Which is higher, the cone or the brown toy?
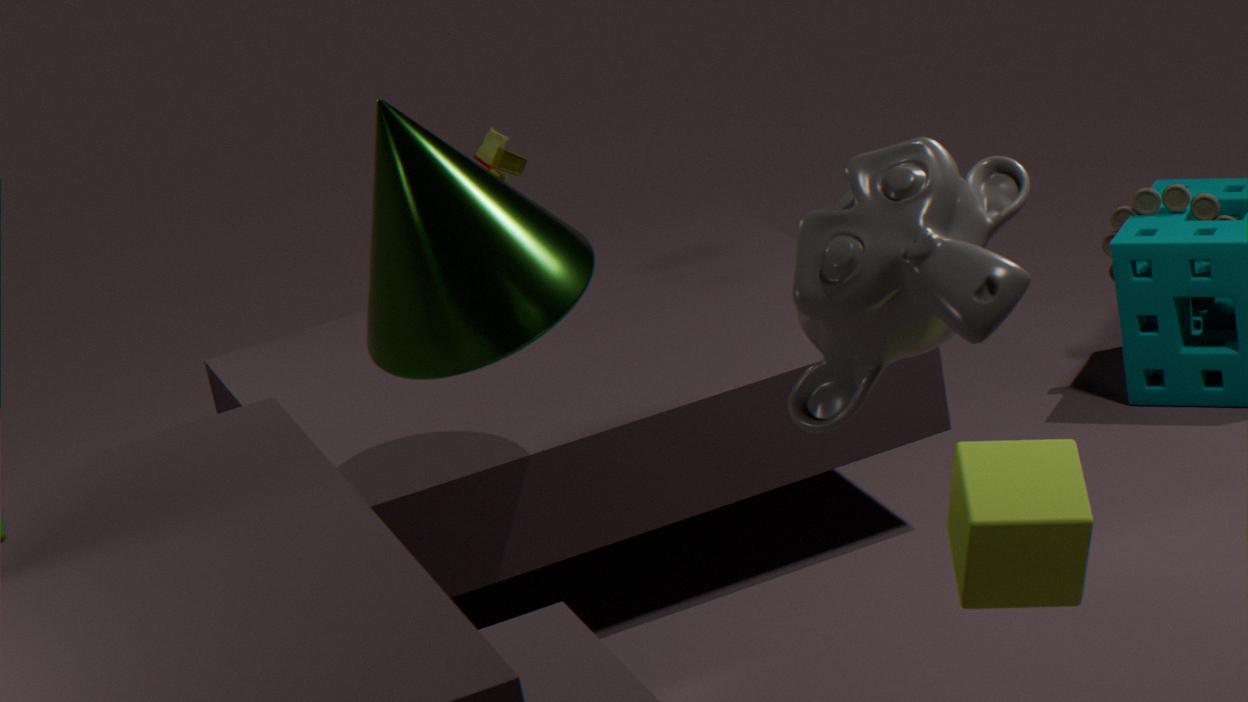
the cone
